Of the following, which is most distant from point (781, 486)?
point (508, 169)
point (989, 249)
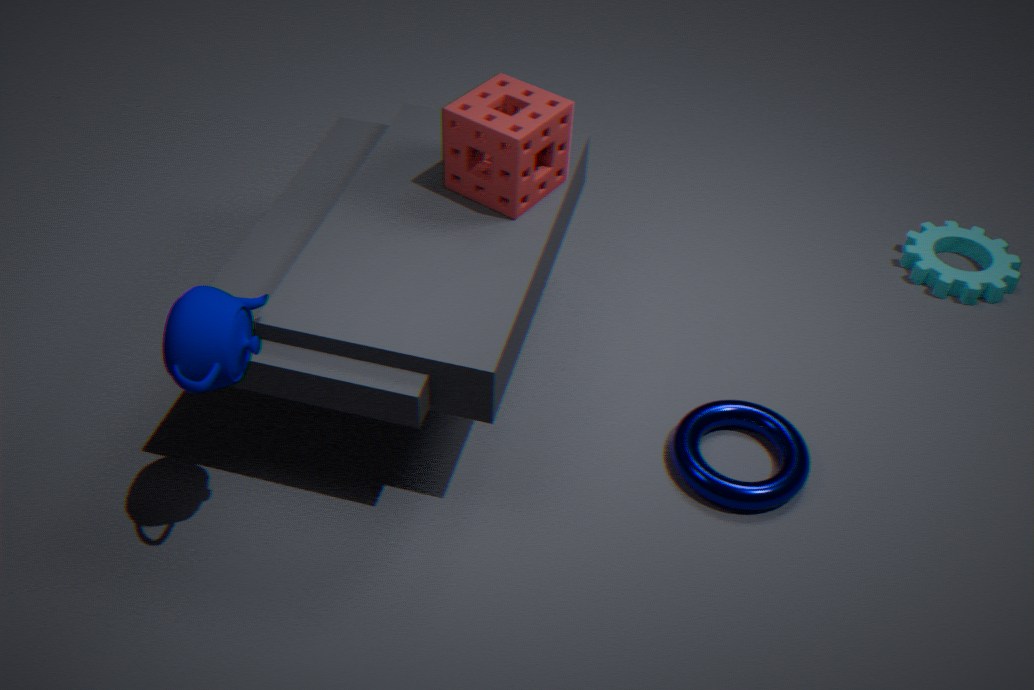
point (989, 249)
